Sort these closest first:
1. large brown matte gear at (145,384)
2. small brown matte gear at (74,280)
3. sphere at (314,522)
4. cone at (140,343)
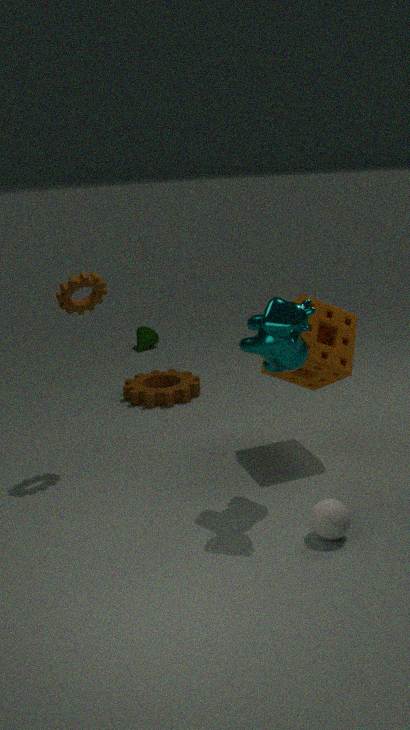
sphere at (314,522) < small brown matte gear at (74,280) < large brown matte gear at (145,384) < cone at (140,343)
